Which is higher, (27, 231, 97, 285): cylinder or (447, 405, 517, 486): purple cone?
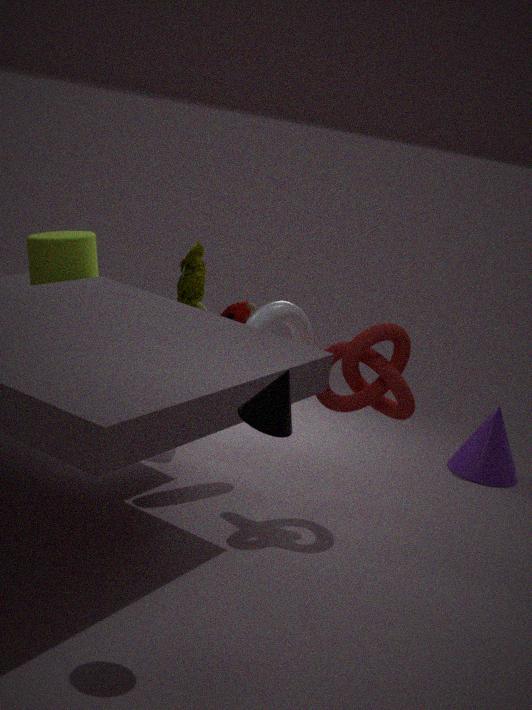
(27, 231, 97, 285): cylinder
